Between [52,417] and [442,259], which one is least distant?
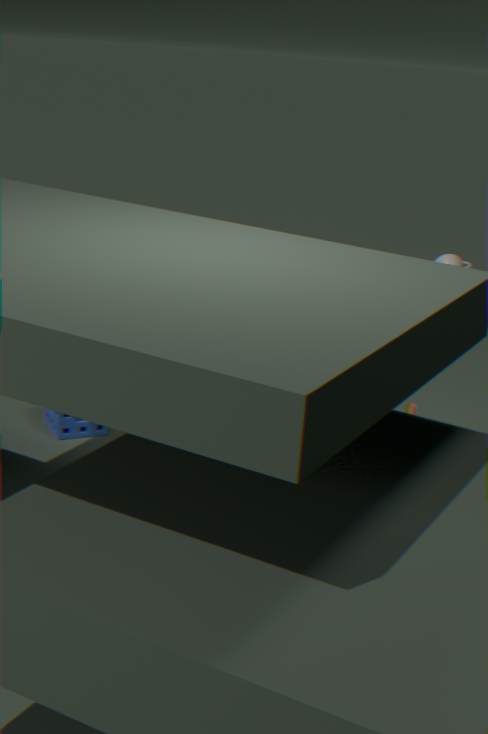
[52,417]
